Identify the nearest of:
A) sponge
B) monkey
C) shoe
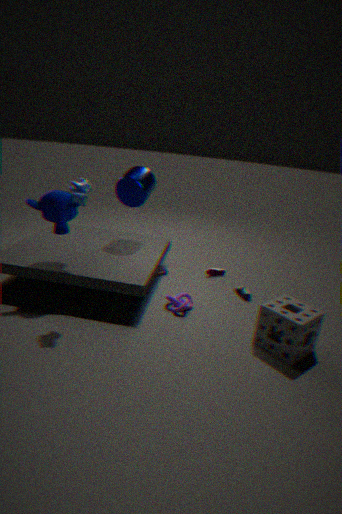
sponge
